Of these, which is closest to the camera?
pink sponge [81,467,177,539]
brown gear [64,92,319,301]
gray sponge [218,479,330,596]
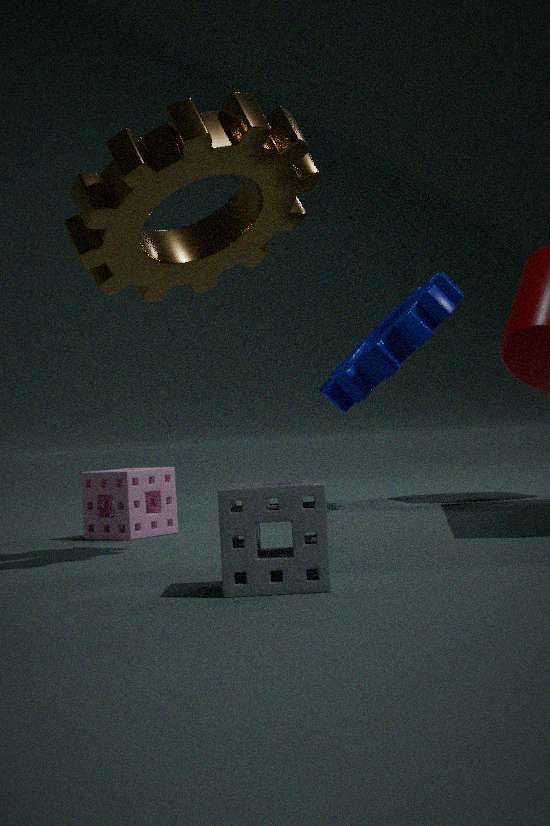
gray sponge [218,479,330,596]
